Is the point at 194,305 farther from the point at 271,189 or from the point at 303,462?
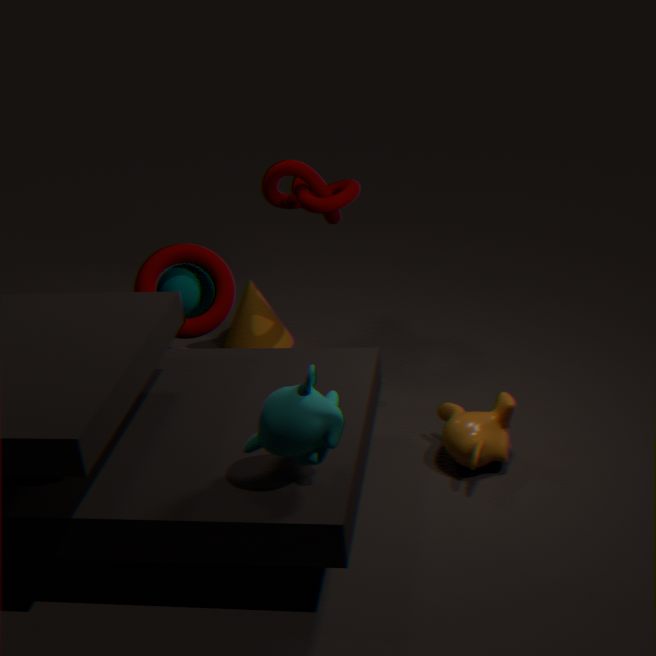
the point at 303,462
